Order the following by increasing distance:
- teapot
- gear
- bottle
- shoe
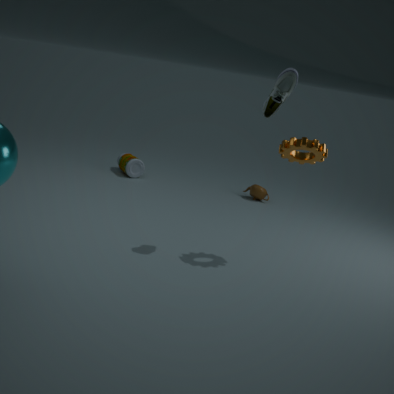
shoe, gear, teapot, bottle
